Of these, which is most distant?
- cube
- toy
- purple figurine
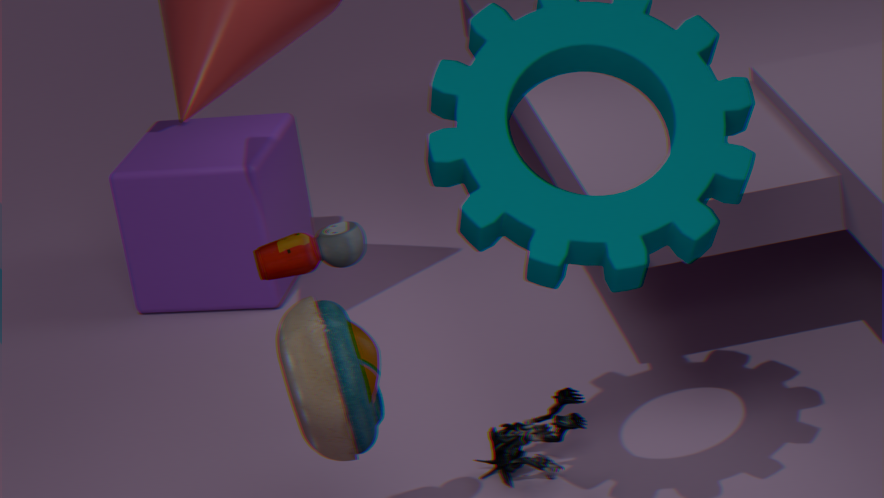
cube
